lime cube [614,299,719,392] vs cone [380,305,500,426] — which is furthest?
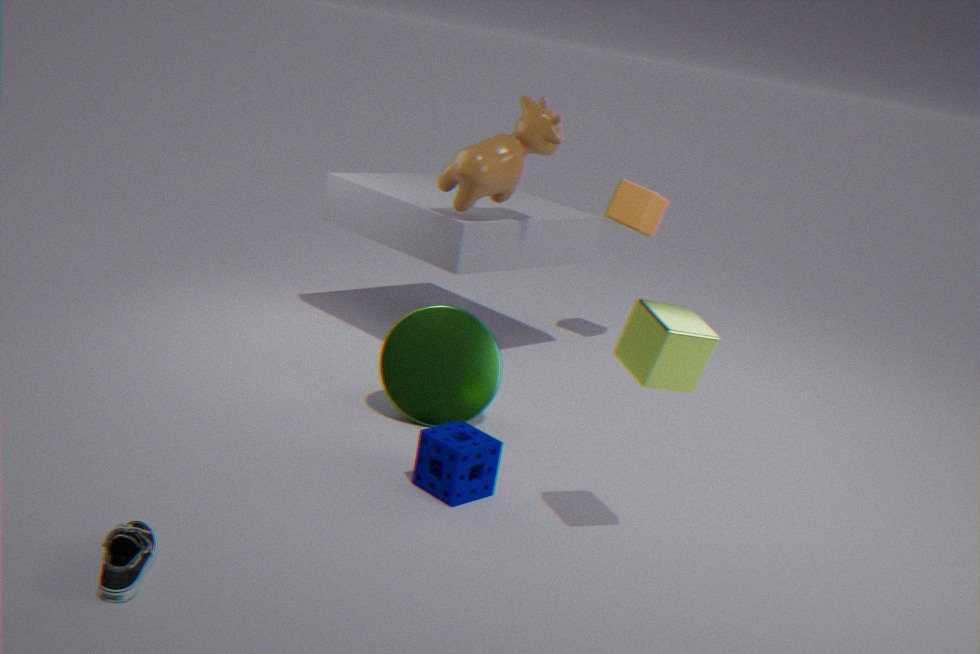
cone [380,305,500,426]
